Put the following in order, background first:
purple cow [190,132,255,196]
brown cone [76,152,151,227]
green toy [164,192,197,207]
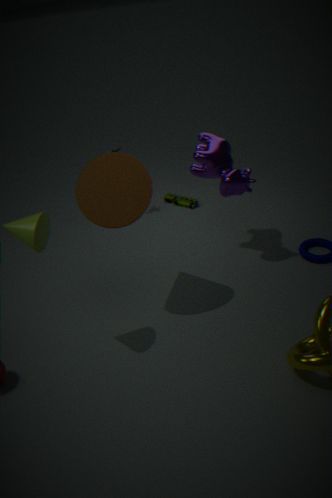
1. green toy [164,192,197,207]
2. purple cow [190,132,255,196]
3. brown cone [76,152,151,227]
